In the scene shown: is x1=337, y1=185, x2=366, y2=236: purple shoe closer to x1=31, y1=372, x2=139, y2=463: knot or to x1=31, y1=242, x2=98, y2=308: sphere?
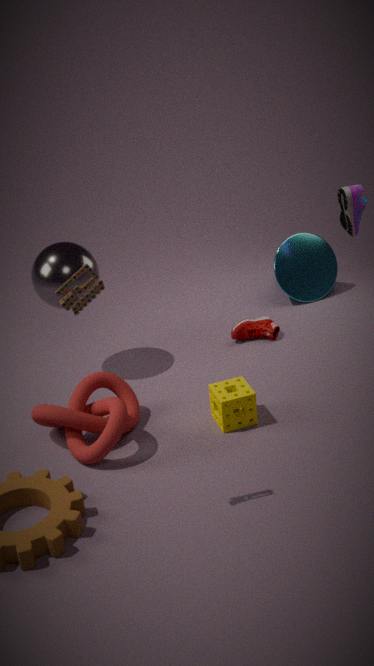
x1=31, y1=242, x2=98, y2=308: sphere
